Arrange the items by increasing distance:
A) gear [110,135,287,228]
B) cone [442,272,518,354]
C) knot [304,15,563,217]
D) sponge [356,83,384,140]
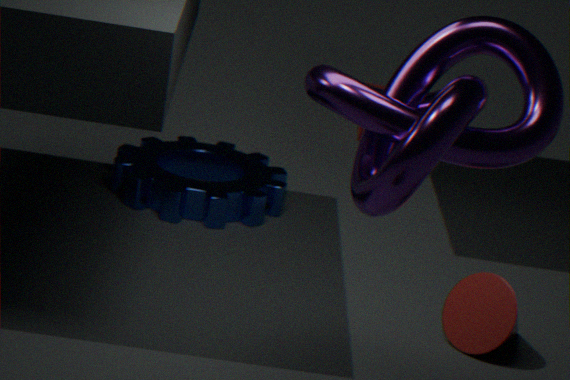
knot [304,15,563,217] → cone [442,272,518,354] → gear [110,135,287,228] → sponge [356,83,384,140]
